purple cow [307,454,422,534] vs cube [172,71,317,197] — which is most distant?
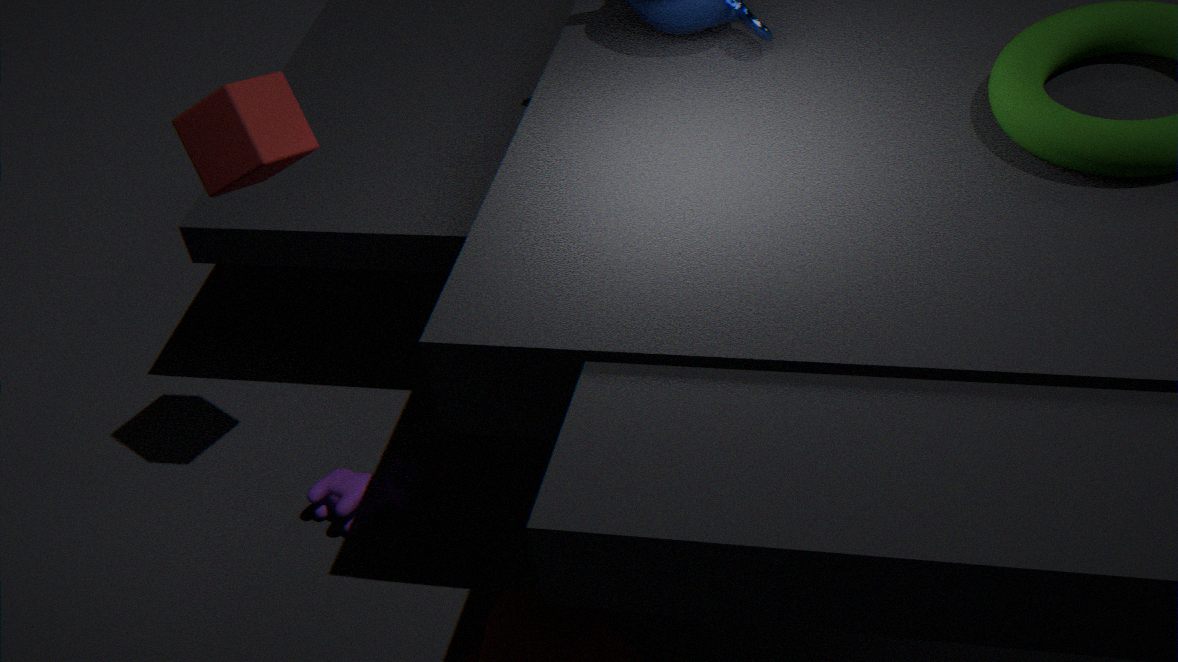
purple cow [307,454,422,534]
